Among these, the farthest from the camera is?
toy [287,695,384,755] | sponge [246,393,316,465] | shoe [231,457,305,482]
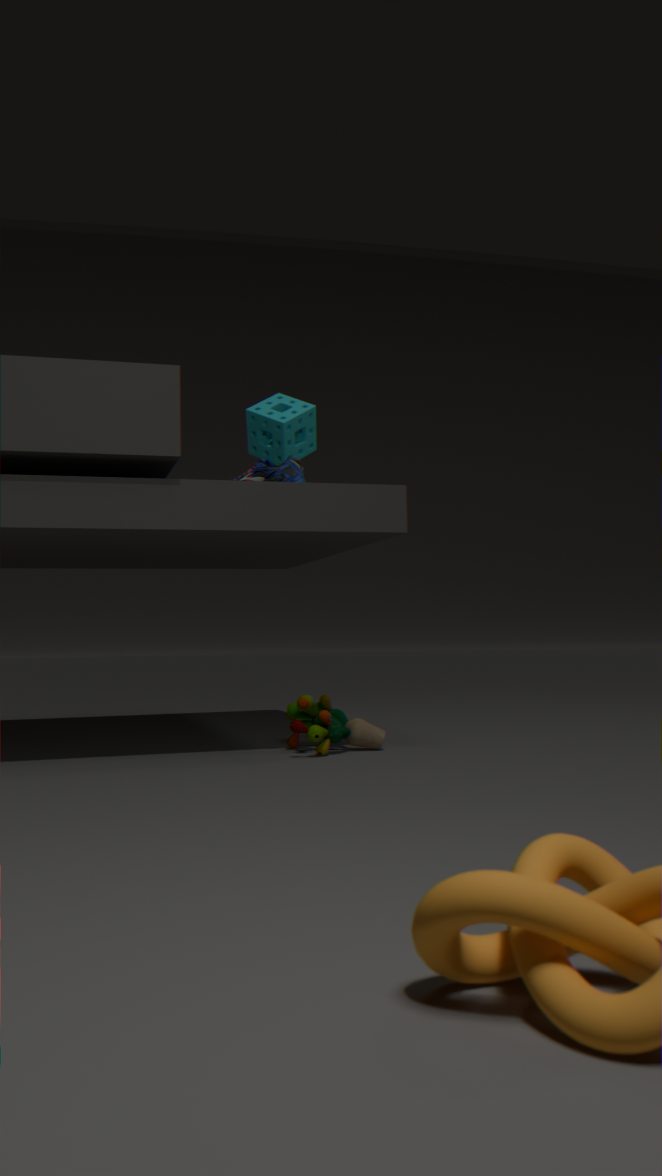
sponge [246,393,316,465]
